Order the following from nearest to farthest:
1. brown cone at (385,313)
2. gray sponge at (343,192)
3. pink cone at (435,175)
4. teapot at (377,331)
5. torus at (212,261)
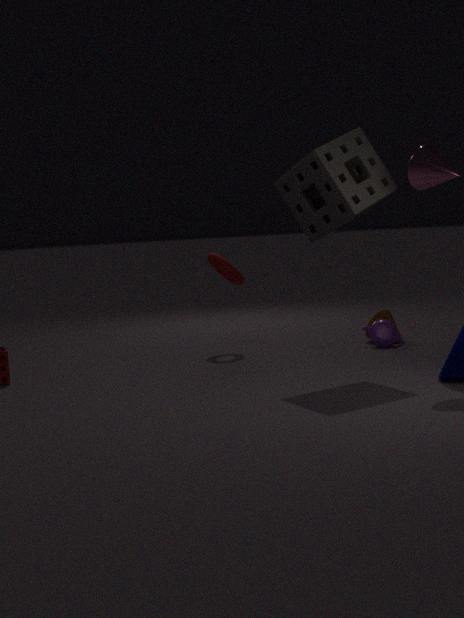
pink cone at (435,175) < gray sponge at (343,192) < teapot at (377,331) < torus at (212,261) < brown cone at (385,313)
